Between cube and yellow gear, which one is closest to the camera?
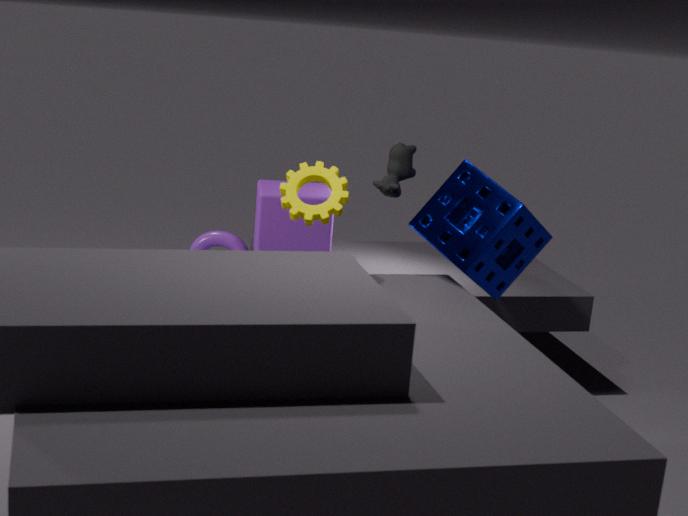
yellow gear
